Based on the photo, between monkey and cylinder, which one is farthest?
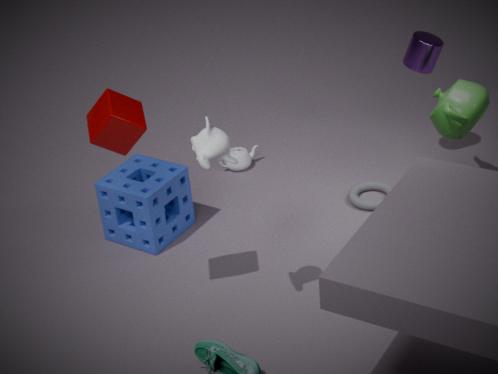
cylinder
